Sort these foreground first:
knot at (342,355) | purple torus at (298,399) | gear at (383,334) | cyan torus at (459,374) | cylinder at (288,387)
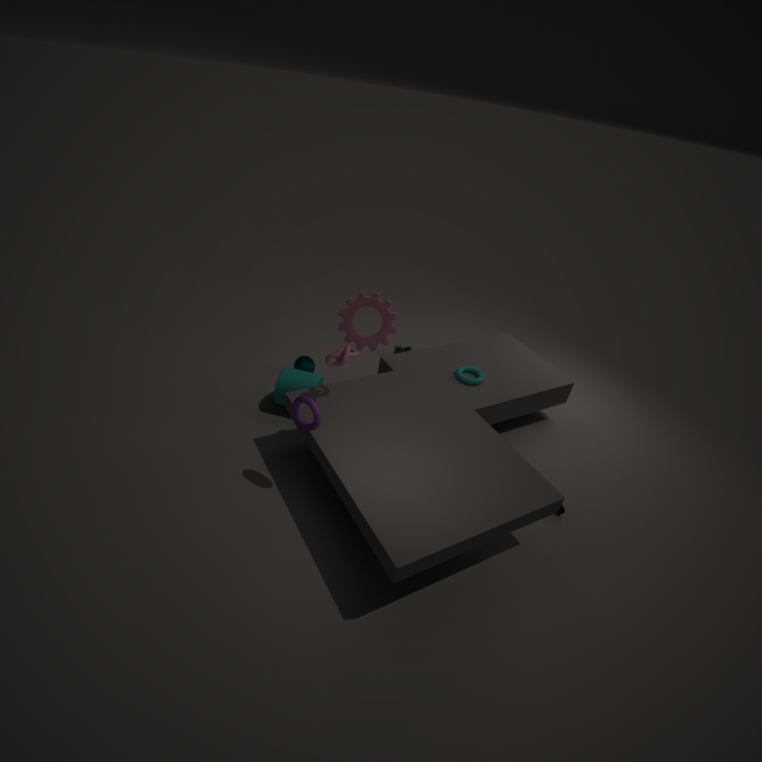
purple torus at (298,399), knot at (342,355), cylinder at (288,387), gear at (383,334), cyan torus at (459,374)
